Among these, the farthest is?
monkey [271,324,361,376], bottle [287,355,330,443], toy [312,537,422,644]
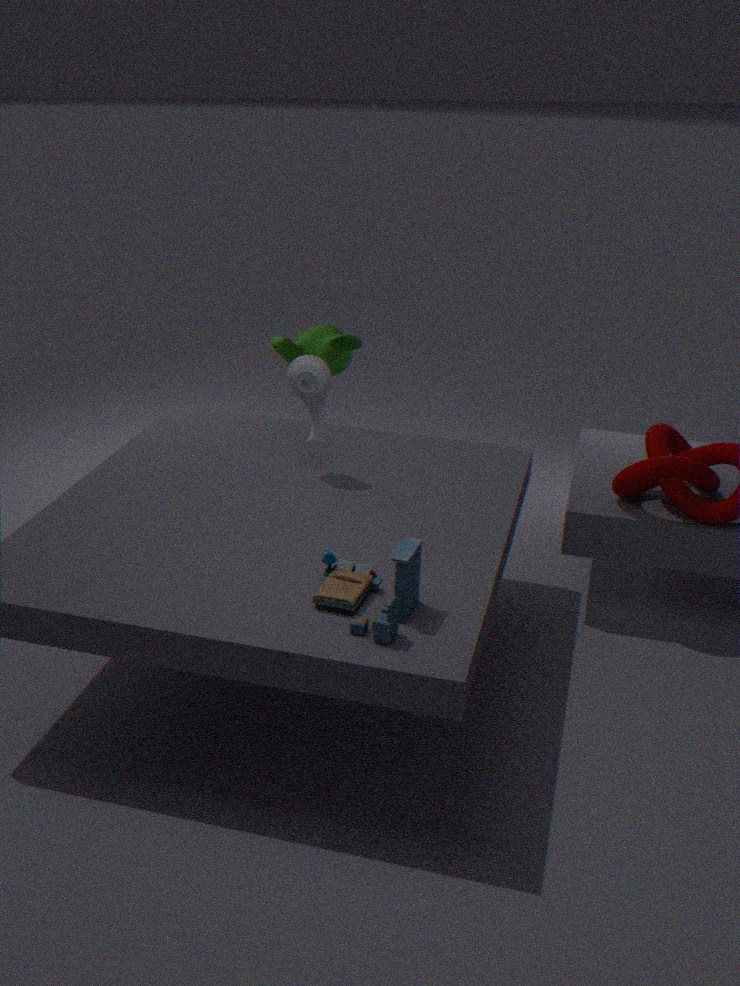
monkey [271,324,361,376]
